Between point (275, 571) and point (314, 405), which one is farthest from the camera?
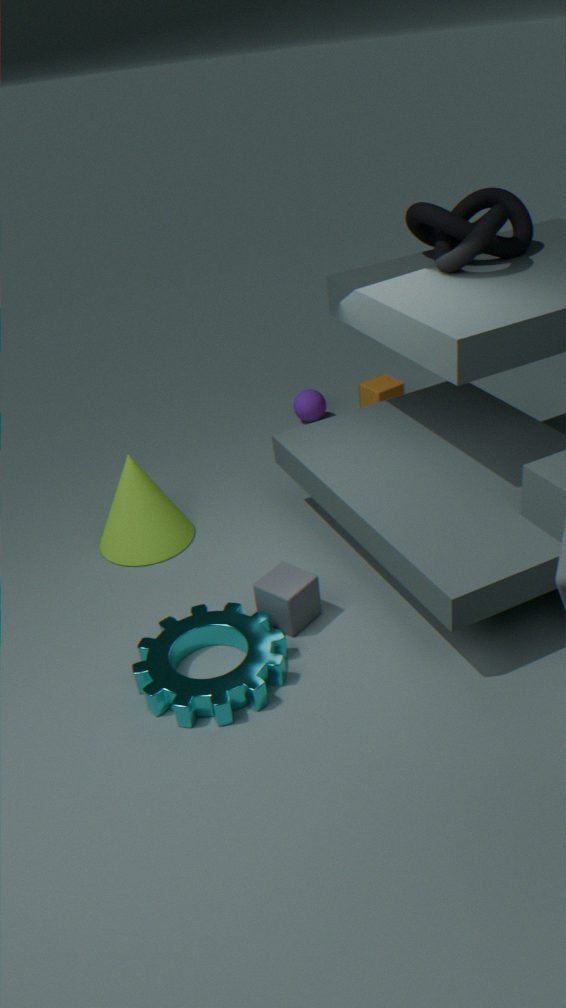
point (314, 405)
